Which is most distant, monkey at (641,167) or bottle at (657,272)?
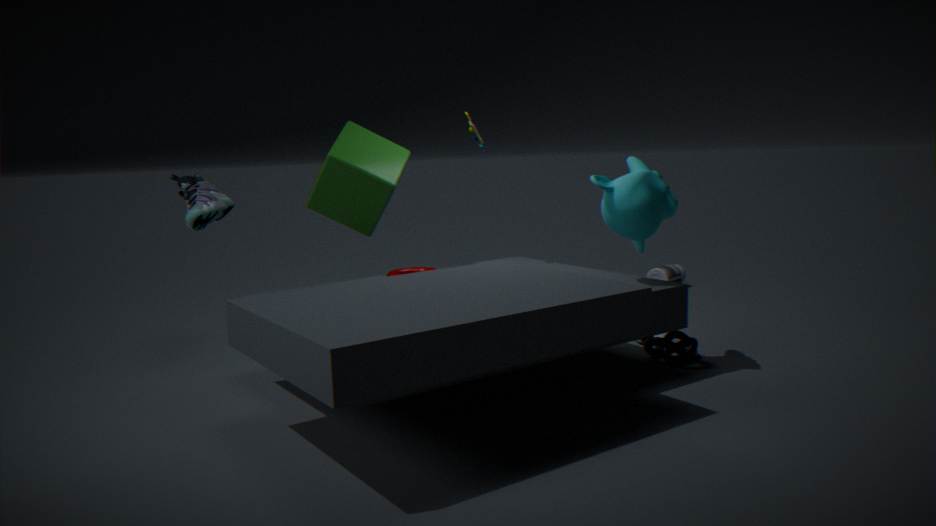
bottle at (657,272)
